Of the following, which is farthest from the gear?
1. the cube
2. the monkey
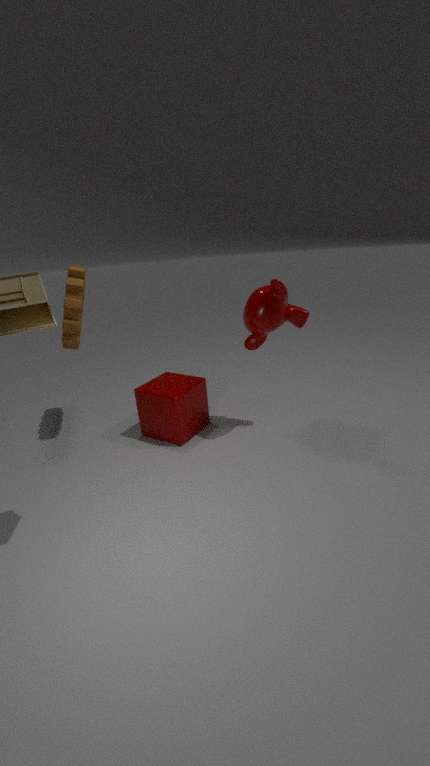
the monkey
